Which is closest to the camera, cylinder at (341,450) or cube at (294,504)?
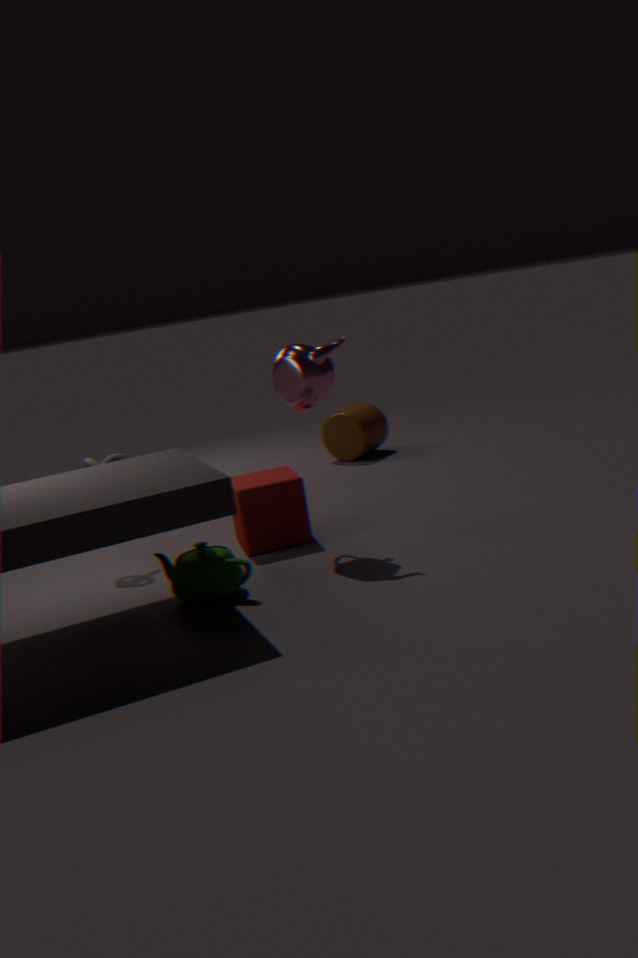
cube at (294,504)
